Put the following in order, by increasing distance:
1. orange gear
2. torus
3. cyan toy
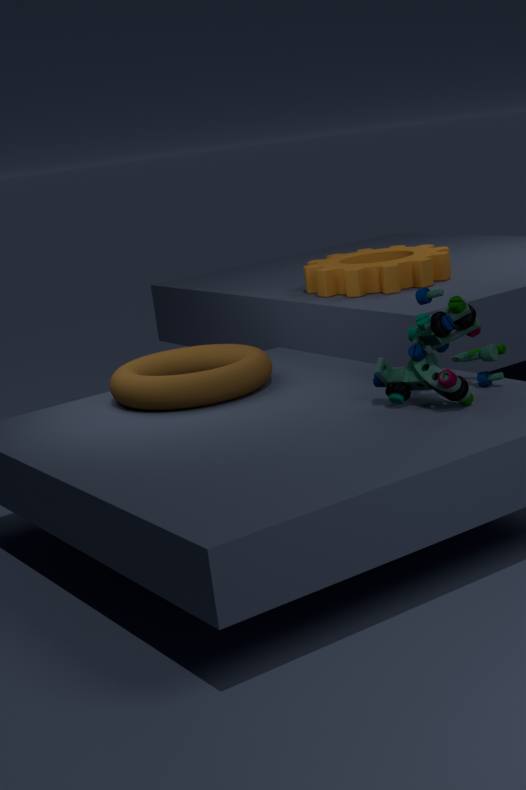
cyan toy < torus < orange gear
